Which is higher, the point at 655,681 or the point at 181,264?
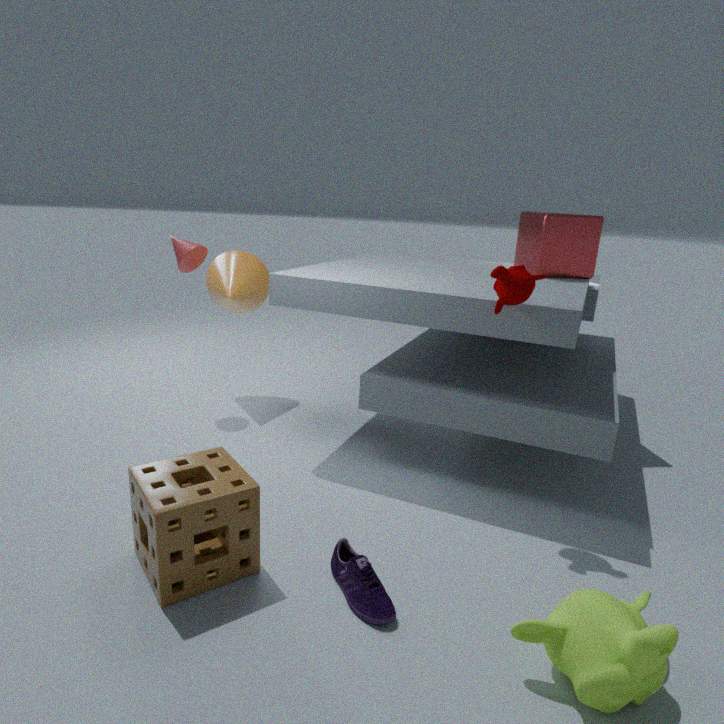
the point at 181,264
